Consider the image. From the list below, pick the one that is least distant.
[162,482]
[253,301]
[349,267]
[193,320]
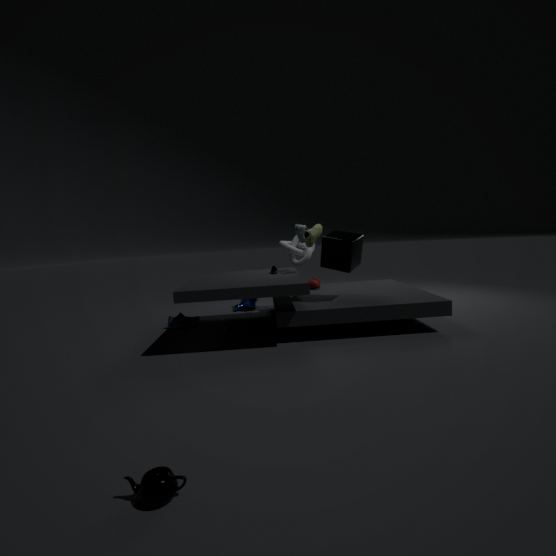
→ [162,482]
